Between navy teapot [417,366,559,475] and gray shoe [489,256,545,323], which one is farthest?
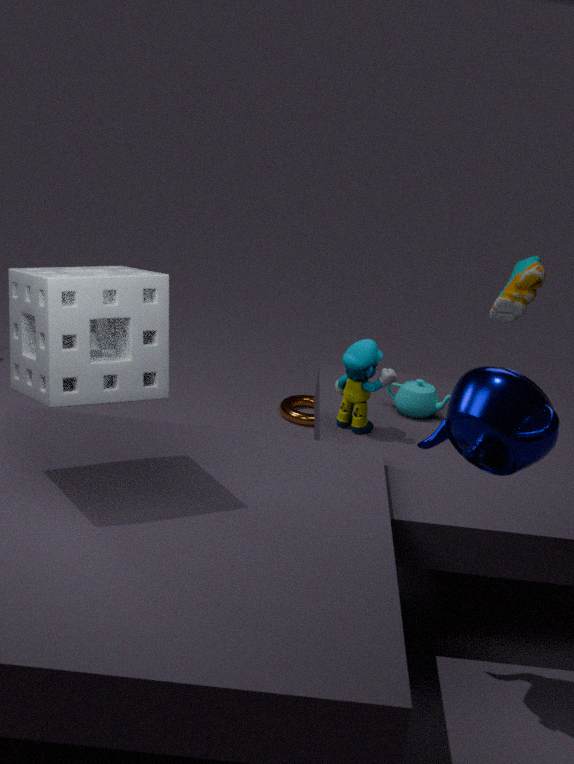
gray shoe [489,256,545,323]
